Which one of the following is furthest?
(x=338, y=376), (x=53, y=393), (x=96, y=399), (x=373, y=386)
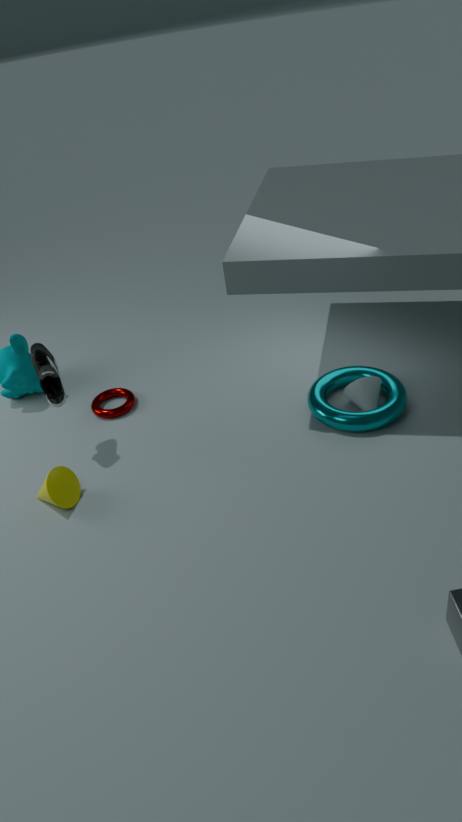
(x=96, y=399)
